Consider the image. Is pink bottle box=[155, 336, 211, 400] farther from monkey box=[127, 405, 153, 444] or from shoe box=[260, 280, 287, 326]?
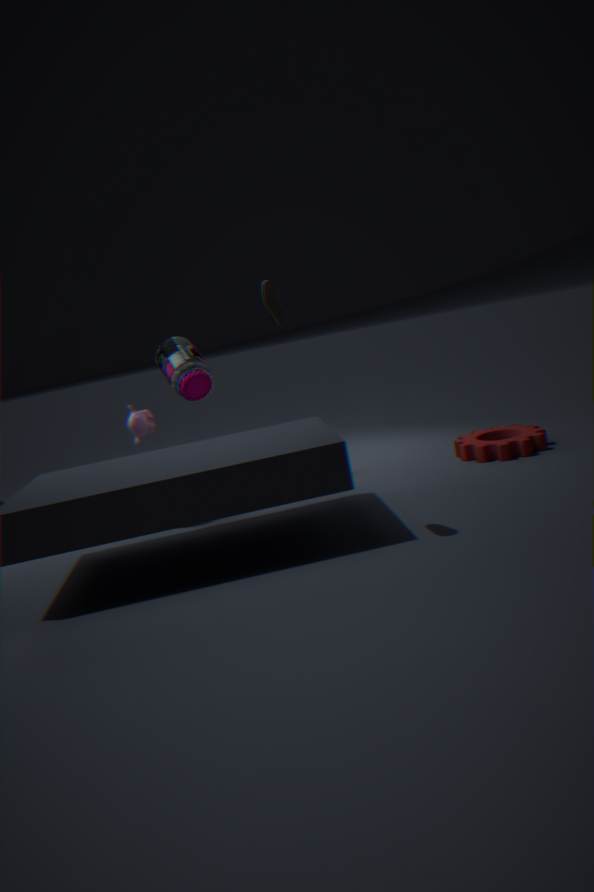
shoe box=[260, 280, 287, 326]
